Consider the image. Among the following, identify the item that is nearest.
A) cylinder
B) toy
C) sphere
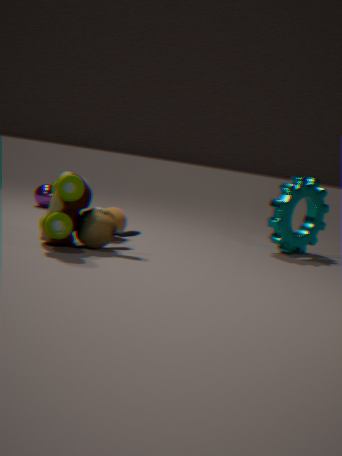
toy
